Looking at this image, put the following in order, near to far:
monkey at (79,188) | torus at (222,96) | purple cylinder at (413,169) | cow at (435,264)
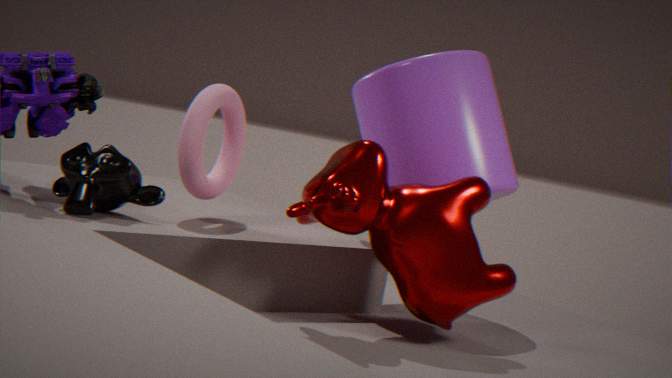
monkey at (79,188)
cow at (435,264)
torus at (222,96)
purple cylinder at (413,169)
